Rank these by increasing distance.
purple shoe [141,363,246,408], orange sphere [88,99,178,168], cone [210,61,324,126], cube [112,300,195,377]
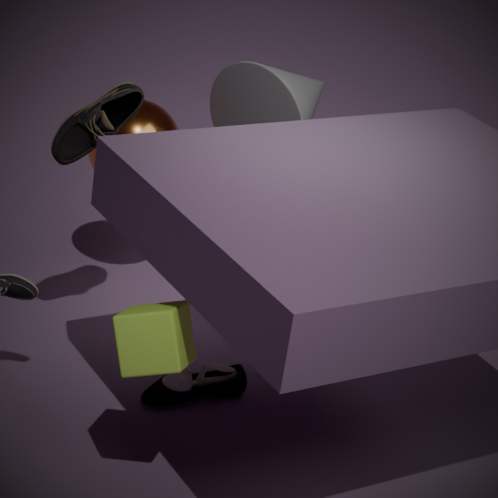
cube [112,300,195,377] → purple shoe [141,363,246,408] → cone [210,61,324,126] → orange sphere [88,99,178,168]
